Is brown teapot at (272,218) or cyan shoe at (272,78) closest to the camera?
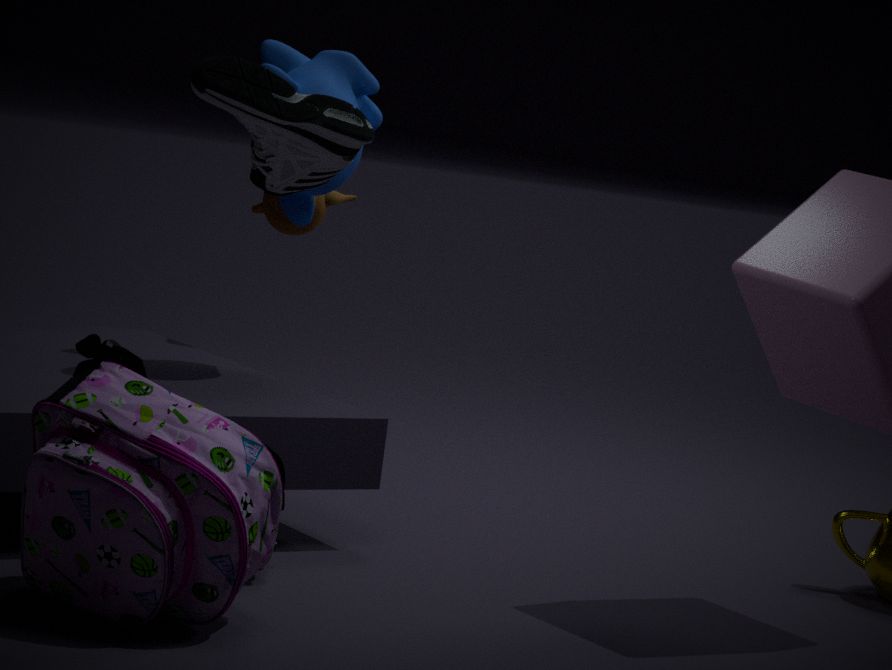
cyan shoe at (272,78)
